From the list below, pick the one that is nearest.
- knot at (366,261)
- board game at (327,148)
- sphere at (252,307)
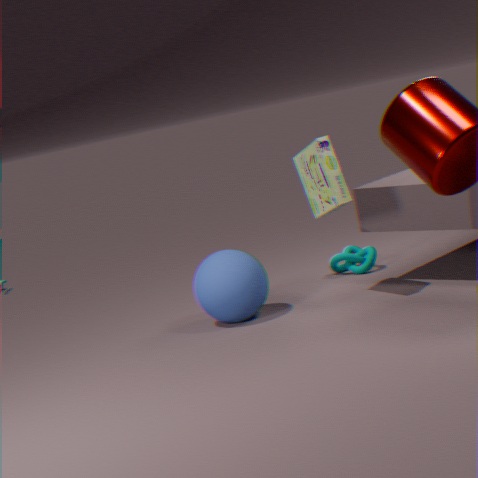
board game at (327,148)
